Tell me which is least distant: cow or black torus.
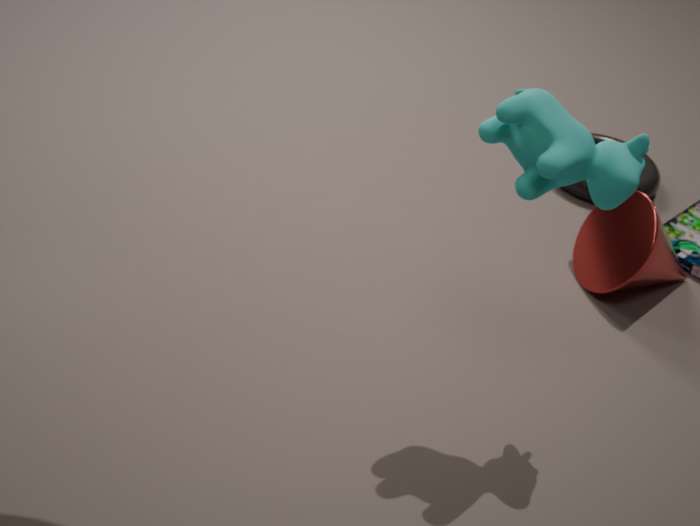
cow
